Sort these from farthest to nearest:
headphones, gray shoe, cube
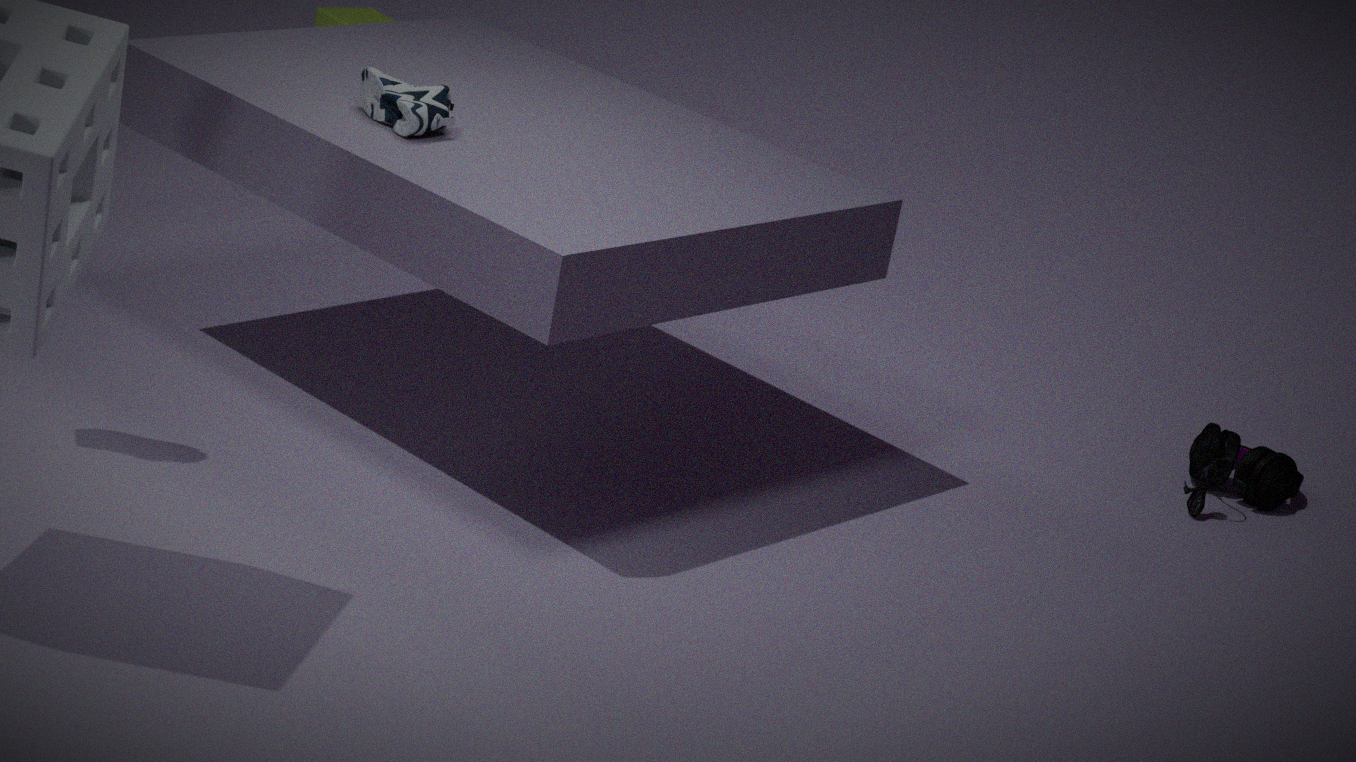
cube, headphones, gray shoe
